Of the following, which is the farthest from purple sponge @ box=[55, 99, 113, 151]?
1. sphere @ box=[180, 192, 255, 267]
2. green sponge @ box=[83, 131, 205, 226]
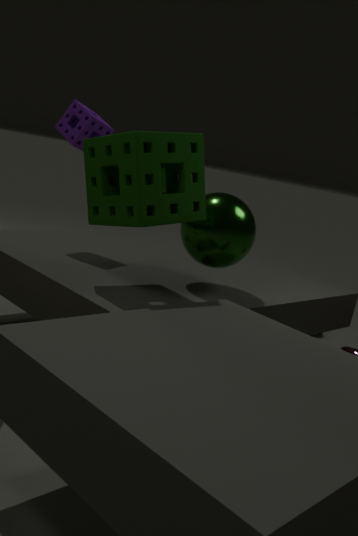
sphere @ box=[180, 192, 255, 267]
